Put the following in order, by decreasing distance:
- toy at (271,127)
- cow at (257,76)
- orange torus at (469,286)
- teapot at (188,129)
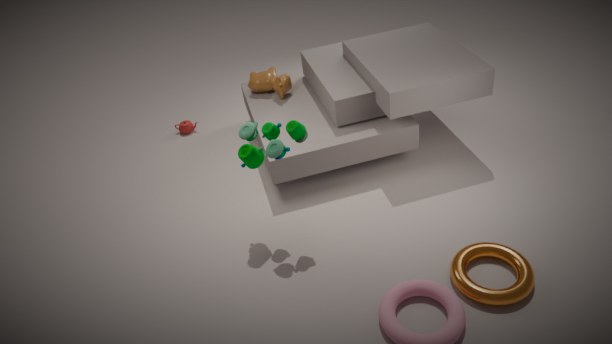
teapot at (188,129) → cow at (257,76) → toy at (271,127) → orange torus at (469,286)
